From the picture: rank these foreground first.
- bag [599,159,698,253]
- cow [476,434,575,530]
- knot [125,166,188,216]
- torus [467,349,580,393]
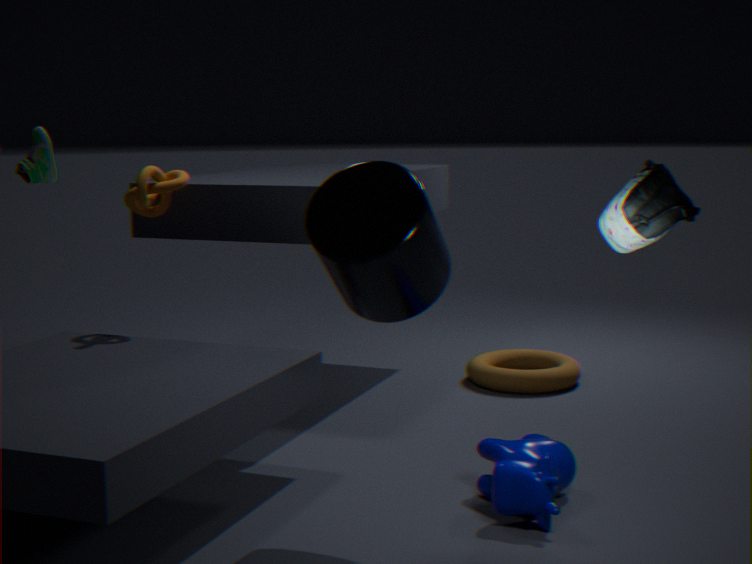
1. bag [599,159,698,253]
2. cow [476,434,575,530]
3. knot [125,166,188,216]
4. torus [467,349,580,393]
